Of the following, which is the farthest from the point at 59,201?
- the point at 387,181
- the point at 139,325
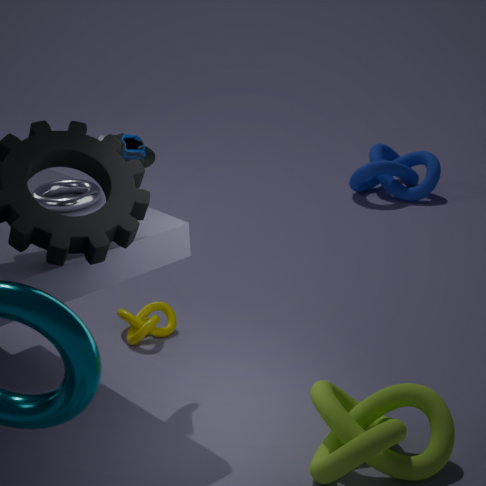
the point at 387,181
